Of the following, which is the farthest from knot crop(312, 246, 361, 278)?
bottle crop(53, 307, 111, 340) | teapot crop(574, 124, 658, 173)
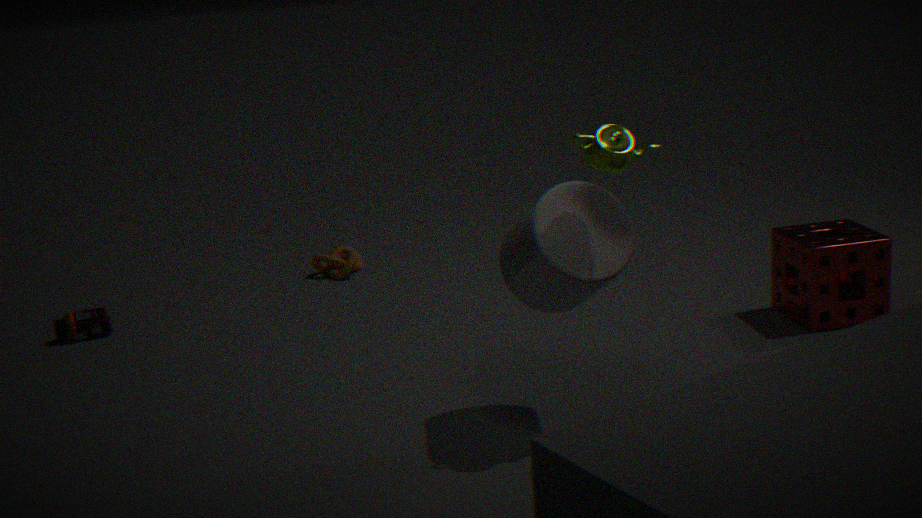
teapot crop(574, 124, 658, 173)
